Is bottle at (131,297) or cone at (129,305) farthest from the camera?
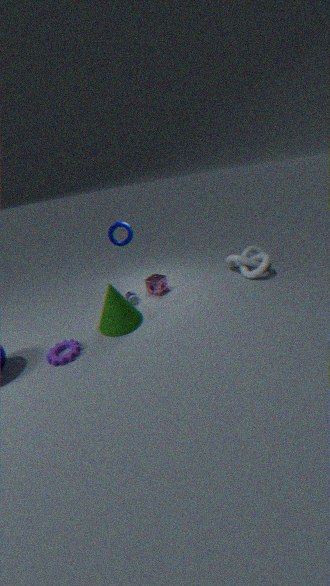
bottle at (131,297)
